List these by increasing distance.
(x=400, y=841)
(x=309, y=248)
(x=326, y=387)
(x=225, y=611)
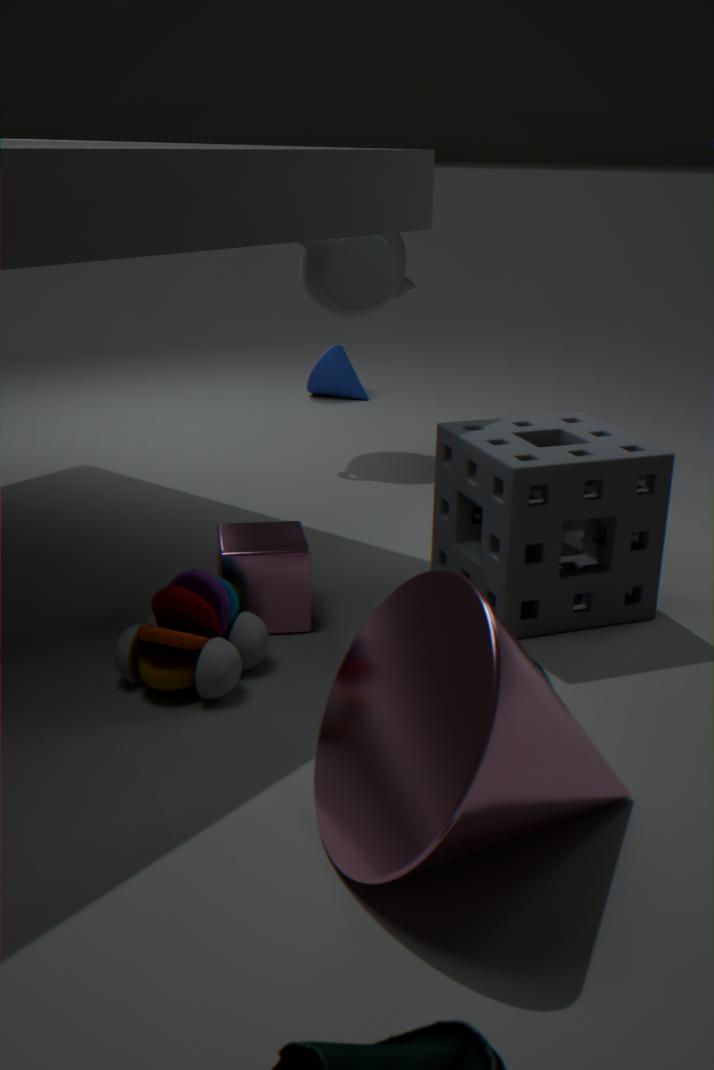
1. (x=400, y=841)
2. (x=225, y=611)
3. (x=309, y=248)
4. (x=326, y=387)
